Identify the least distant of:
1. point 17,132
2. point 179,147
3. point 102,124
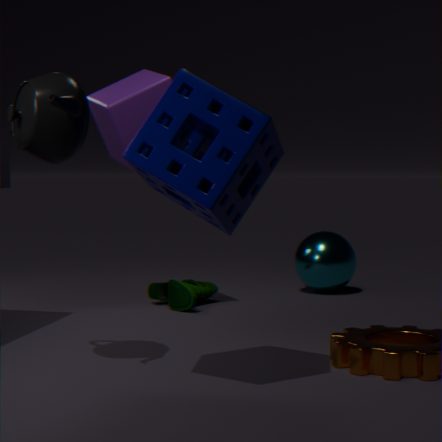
point 179,147
